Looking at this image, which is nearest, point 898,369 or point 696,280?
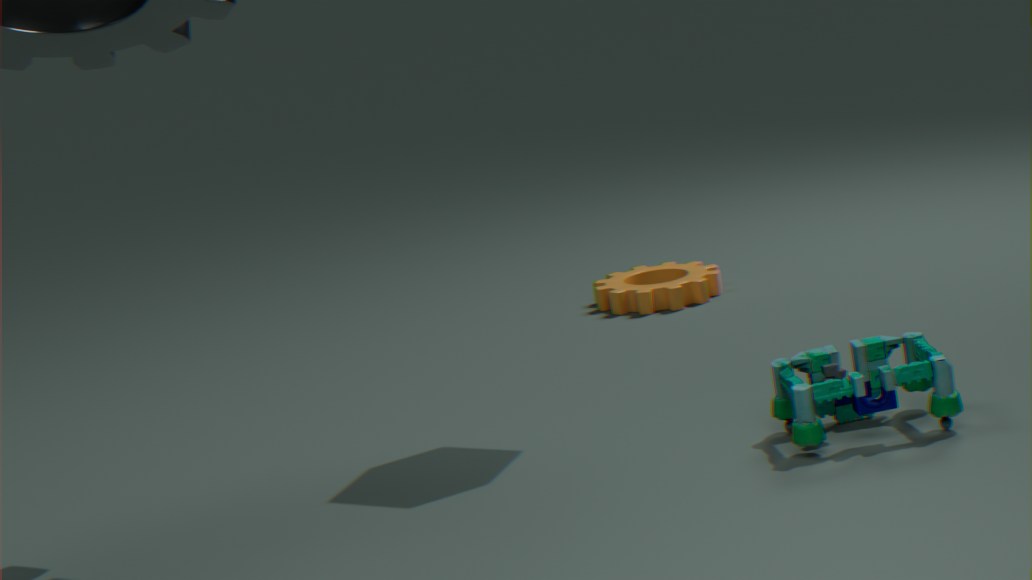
point 898,369
